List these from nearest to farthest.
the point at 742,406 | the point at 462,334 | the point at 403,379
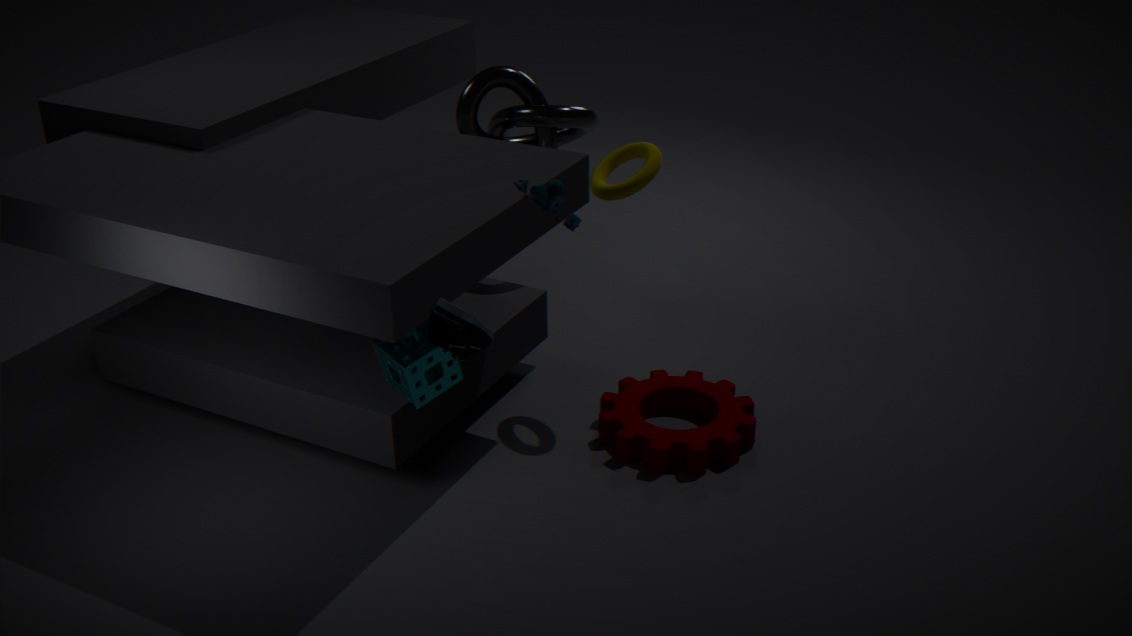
the point at 462,334, the point at 403,379, the point at 742,406
